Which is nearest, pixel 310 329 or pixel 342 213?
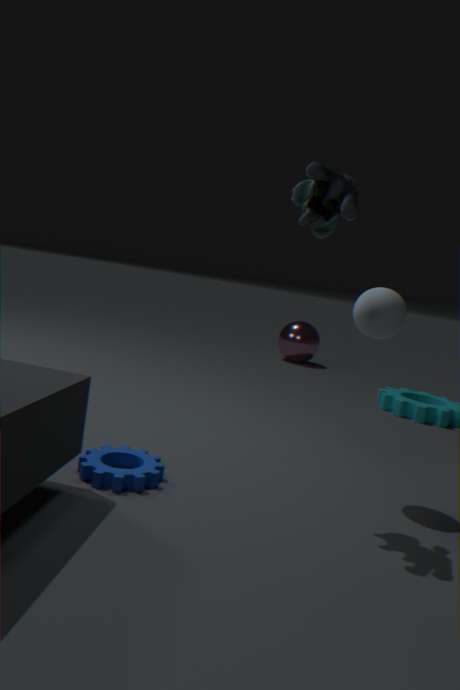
pixel 342 213
